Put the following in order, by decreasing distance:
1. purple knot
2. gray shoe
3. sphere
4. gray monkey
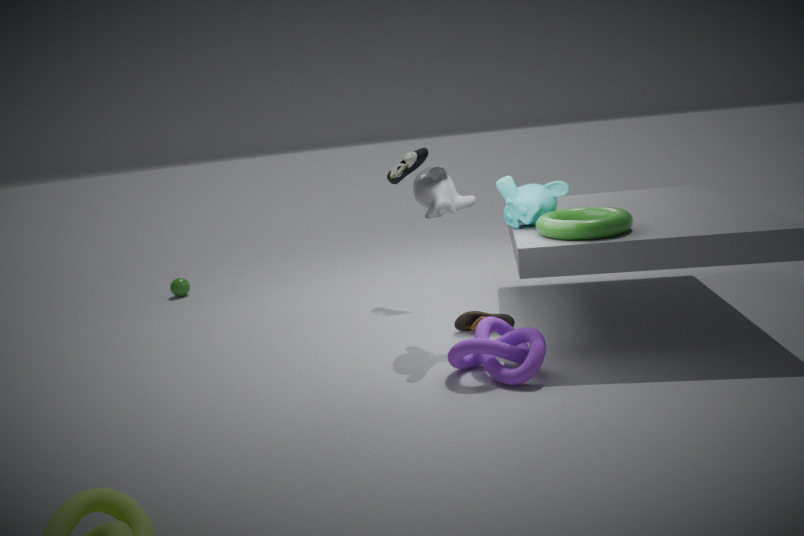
sphere
gray shoe
gray monkey
purple knot
